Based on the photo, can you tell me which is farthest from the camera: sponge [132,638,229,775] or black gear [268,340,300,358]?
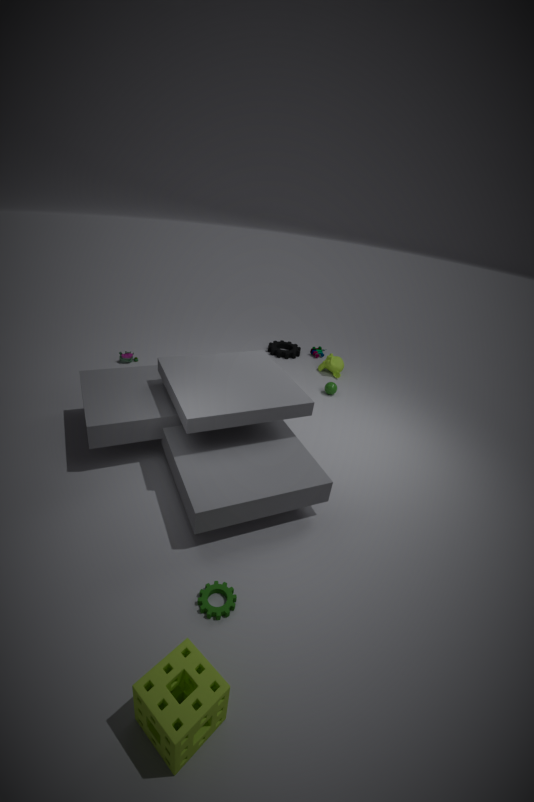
black gear [268,340,300,358]
